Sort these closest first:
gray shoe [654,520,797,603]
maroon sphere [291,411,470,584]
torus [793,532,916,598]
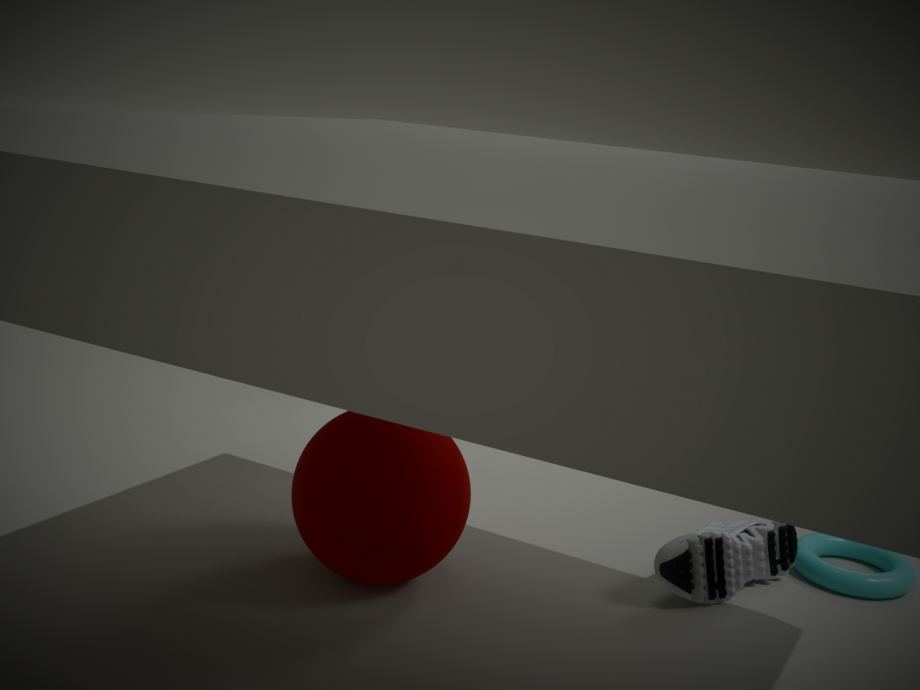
1. maroon sphere [291,411,470,584]
2. gray shoe [654,520,797,603]
3. torus [793,532,916,598]
